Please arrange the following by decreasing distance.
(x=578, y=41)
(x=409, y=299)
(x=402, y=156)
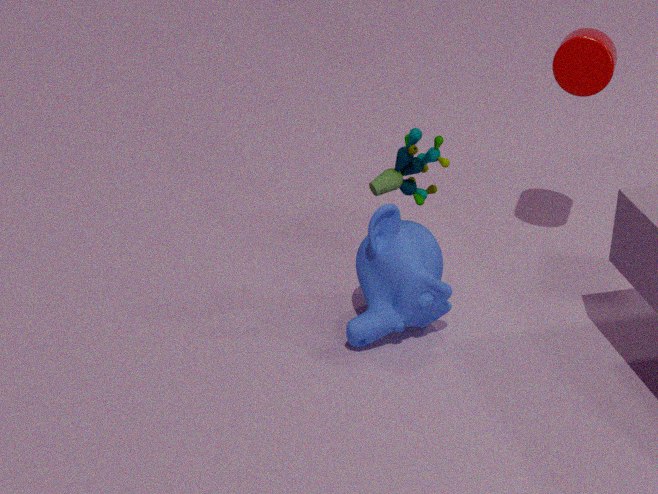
(x=578, y=41) → (x=409, y=299) → (x=402, y=156)
